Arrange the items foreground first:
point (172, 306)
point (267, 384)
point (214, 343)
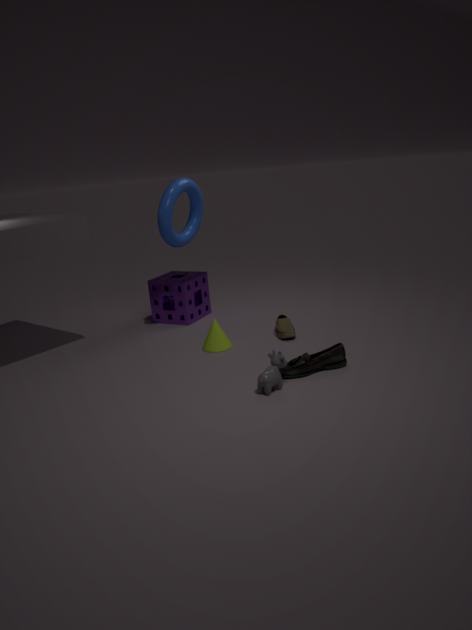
point (267, 384) < point (214, 343) < point (172, 306)
